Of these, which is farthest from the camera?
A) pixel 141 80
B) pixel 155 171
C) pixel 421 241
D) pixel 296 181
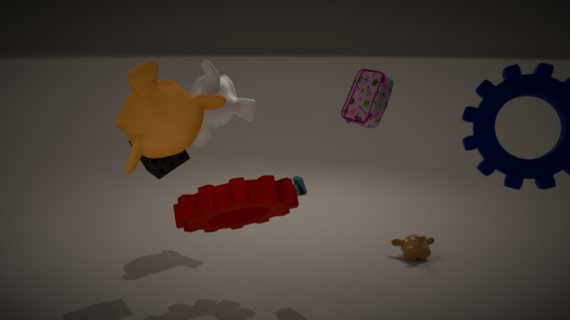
pixel 296 181
